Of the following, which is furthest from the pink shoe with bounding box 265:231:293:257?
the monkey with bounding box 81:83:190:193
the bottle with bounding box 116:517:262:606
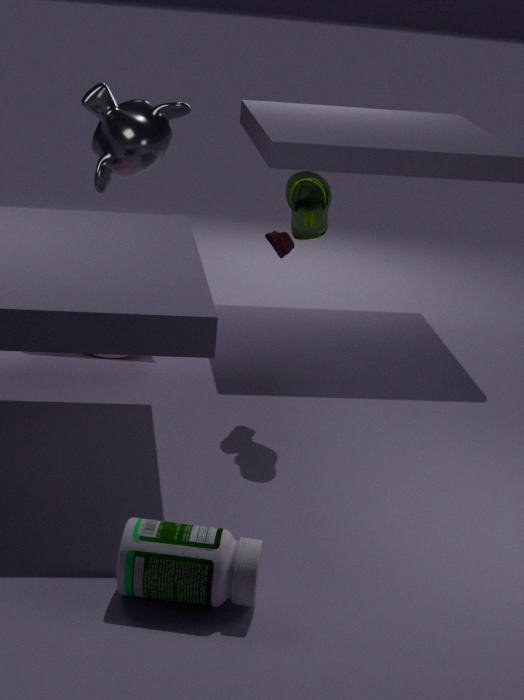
the bottle with bounding box 116:517:262:606
